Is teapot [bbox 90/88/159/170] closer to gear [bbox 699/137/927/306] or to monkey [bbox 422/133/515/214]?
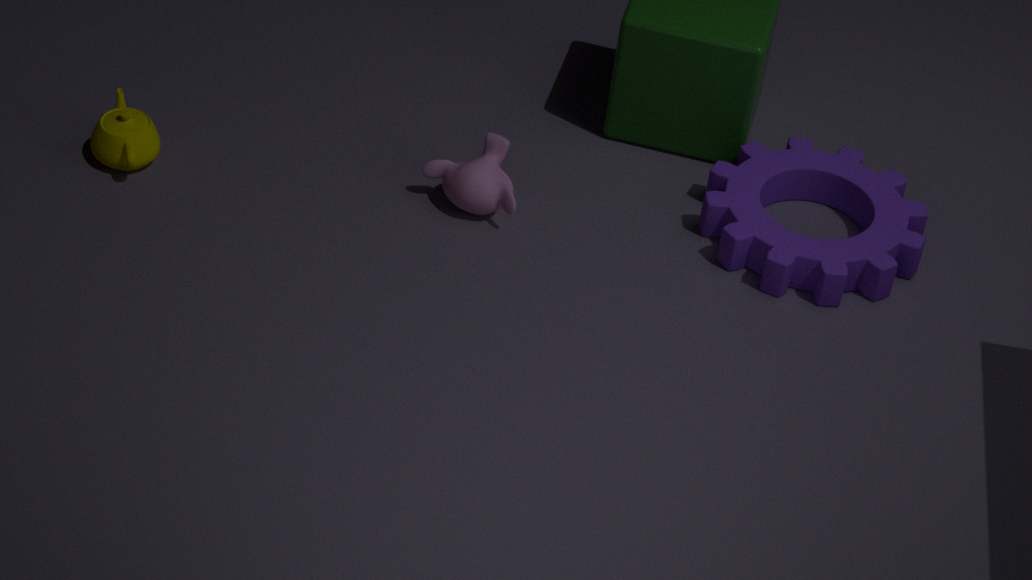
monkey [bbox 422/133/515/214]
